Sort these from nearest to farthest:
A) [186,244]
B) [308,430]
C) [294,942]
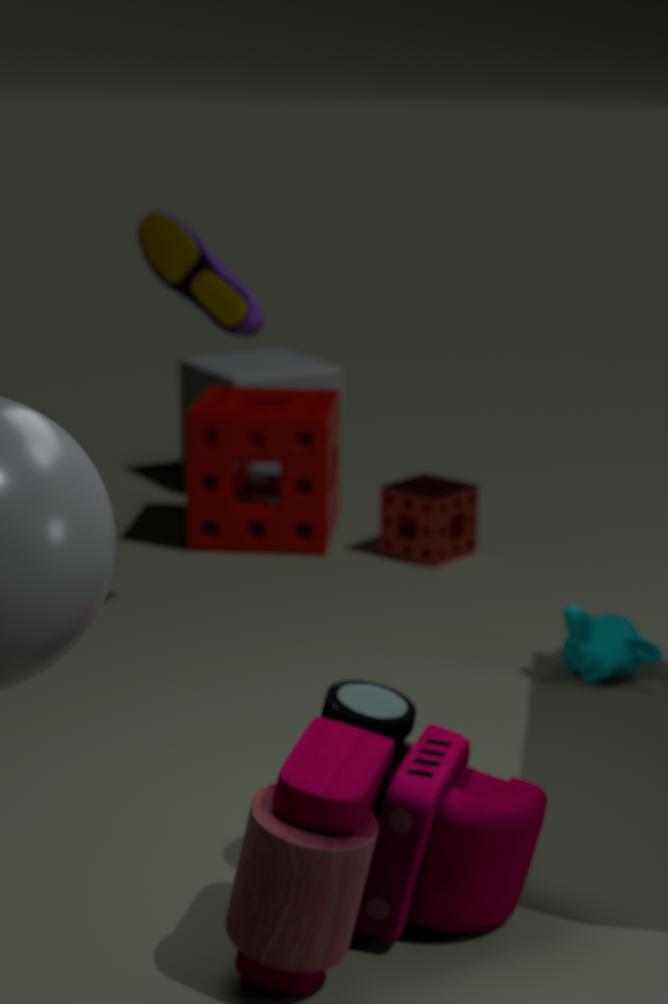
1. [294,942]
2. [186,244]
3. [308,430]
